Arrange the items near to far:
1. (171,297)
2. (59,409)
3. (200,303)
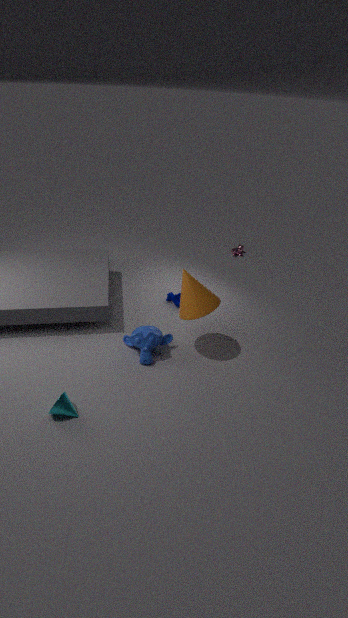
(59,409) → (200,303) → (171,297)
